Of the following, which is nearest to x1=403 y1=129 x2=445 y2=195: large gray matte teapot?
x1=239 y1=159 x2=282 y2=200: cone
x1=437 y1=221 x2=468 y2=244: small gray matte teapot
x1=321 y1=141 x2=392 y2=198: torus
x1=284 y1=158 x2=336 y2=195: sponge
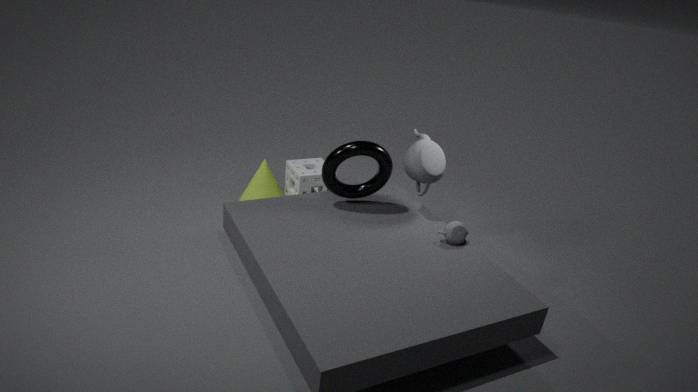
x1=321 y1=141 x2=392 y2=198: torus
